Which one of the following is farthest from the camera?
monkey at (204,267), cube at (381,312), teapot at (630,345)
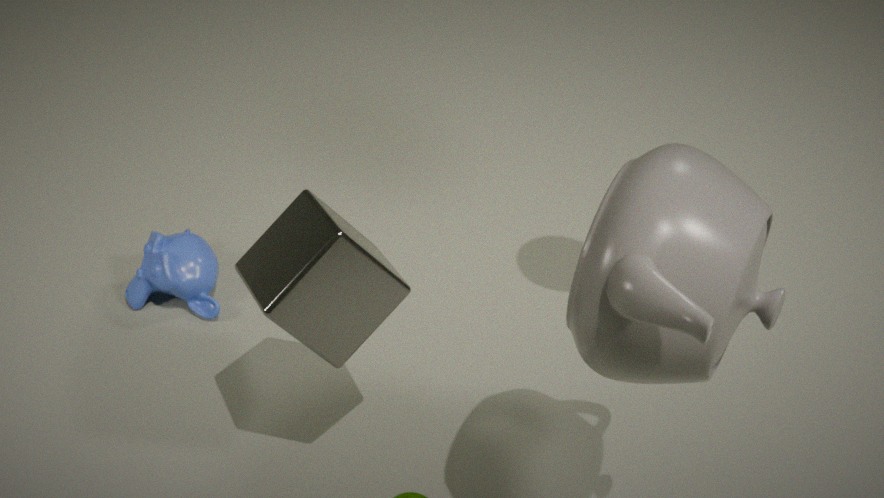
monkey at (204,267)
